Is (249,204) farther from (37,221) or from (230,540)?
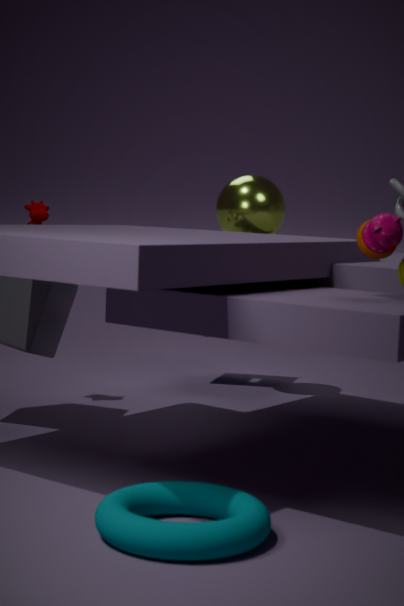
(230,540)
